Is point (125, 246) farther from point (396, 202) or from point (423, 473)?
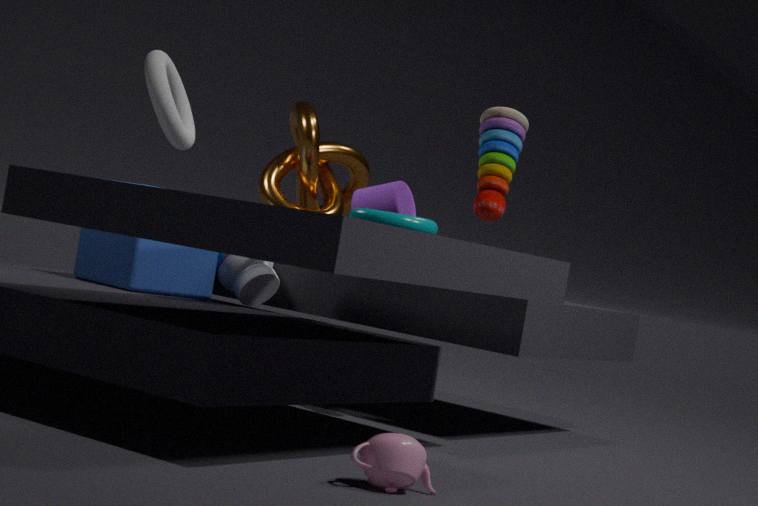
point (423, 473)
